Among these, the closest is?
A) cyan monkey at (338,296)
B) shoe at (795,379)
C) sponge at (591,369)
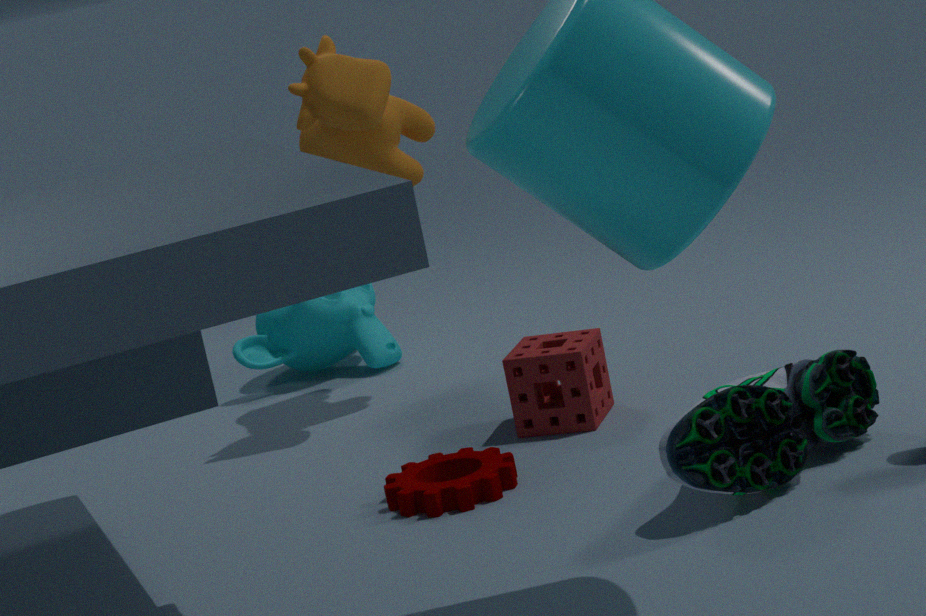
shoe at (795,379)
